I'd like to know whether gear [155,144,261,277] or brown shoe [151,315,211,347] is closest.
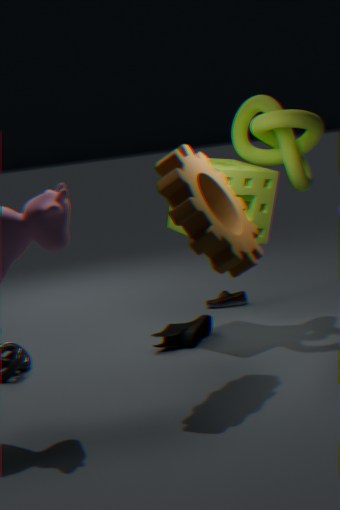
gear [155,144,261,277]
